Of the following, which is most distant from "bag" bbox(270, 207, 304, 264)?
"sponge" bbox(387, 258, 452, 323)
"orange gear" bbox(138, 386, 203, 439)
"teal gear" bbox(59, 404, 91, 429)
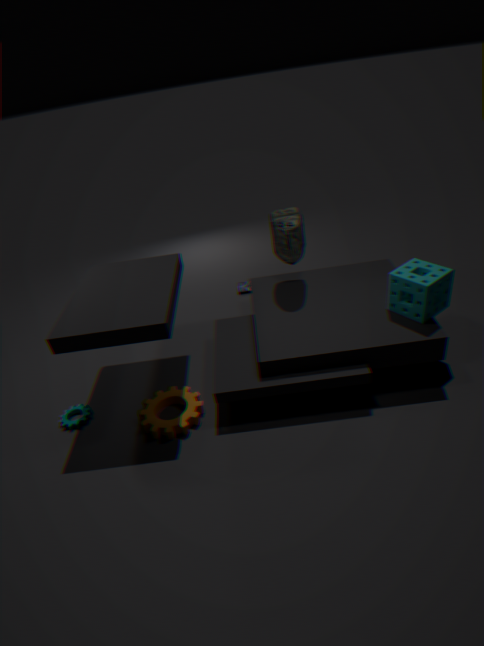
"teal gear" bbox(59, 404, 91, 429)
